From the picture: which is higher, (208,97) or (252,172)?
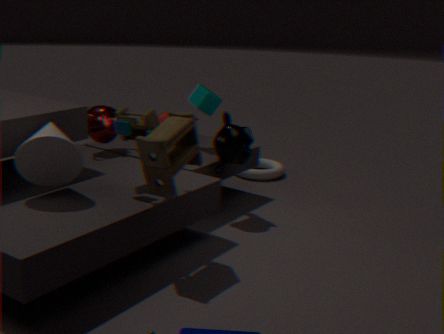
(208,97)
